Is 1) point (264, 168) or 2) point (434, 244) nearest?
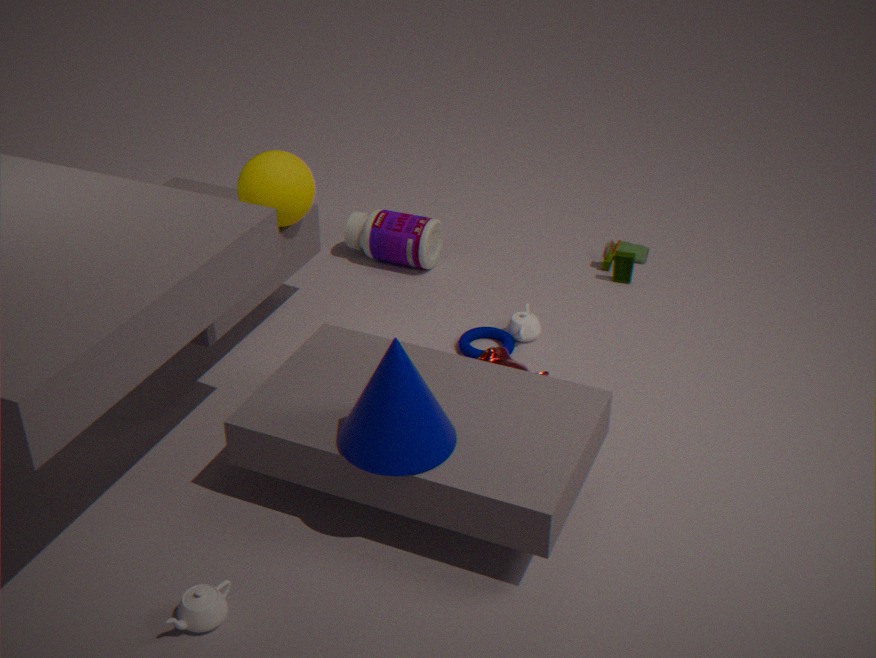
1. point (264, 168)
